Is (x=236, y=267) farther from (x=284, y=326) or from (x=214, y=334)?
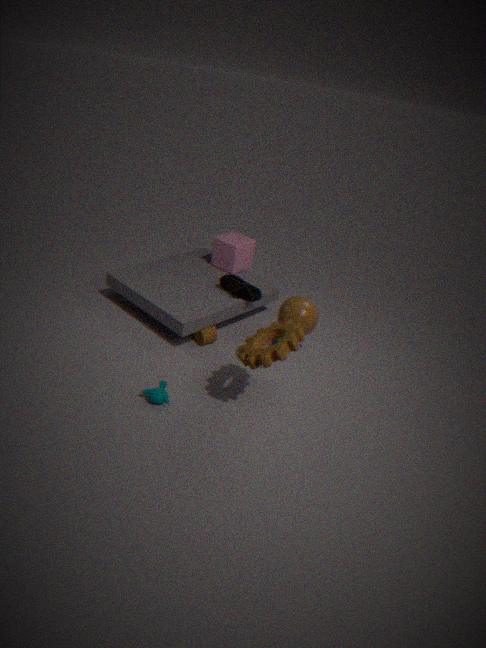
(x=284, y=326)
